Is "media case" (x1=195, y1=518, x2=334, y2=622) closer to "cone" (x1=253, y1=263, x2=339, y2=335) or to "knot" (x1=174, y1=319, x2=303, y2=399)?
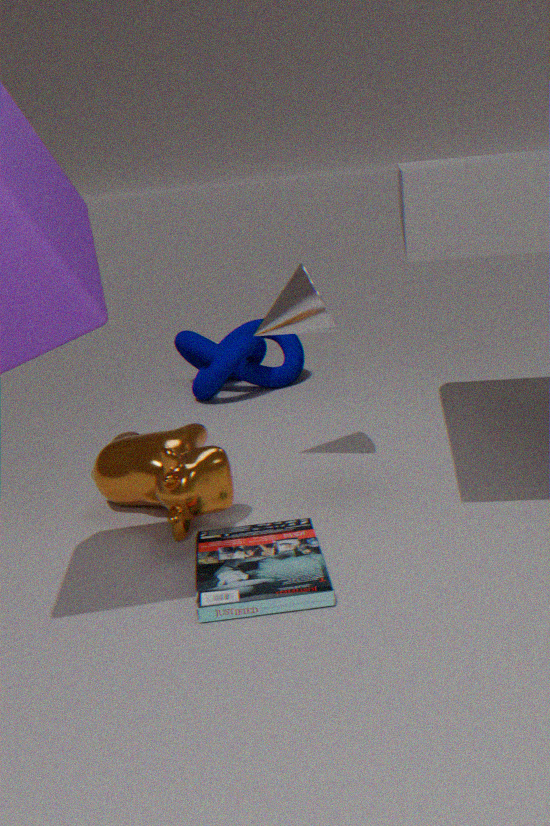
"cone" (x1=253, y1=263, x2=339, y2=335)
